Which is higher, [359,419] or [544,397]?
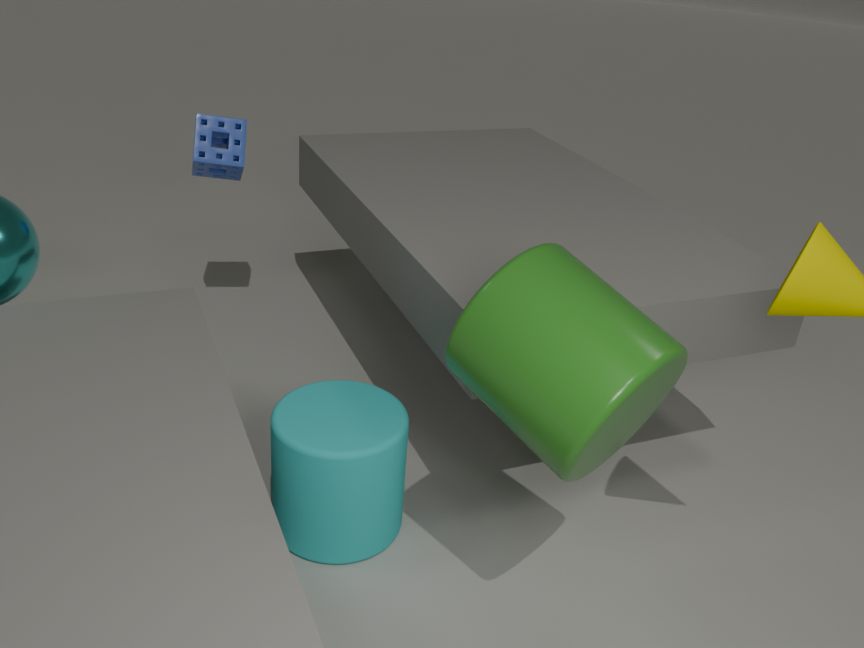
[544,397]
